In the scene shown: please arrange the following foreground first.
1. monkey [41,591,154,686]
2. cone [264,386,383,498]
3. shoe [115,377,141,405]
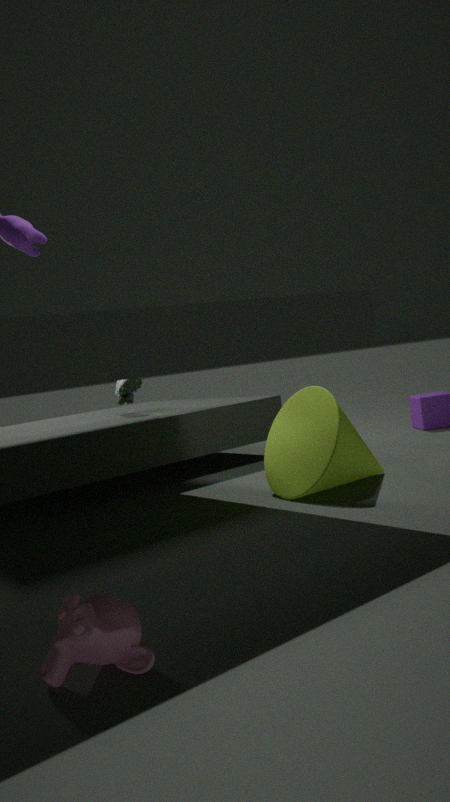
1. monkey [41,591,154,686]
2. cone [264,386,383,498]
3. shoe [115,377,141,405]
